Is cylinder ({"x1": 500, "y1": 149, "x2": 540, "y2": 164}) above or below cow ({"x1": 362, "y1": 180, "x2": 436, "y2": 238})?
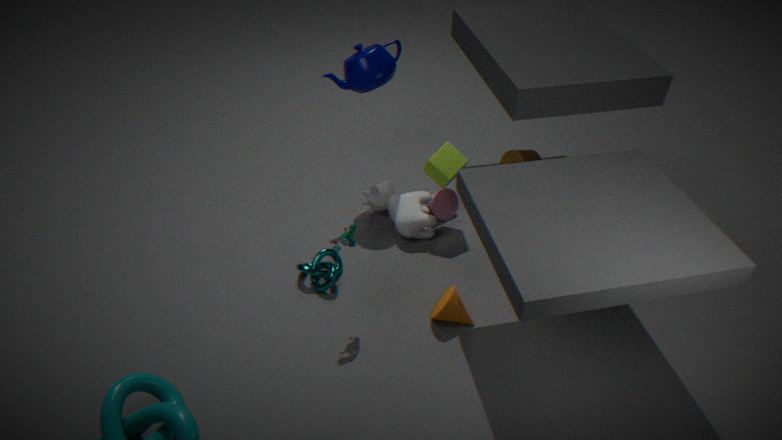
above
